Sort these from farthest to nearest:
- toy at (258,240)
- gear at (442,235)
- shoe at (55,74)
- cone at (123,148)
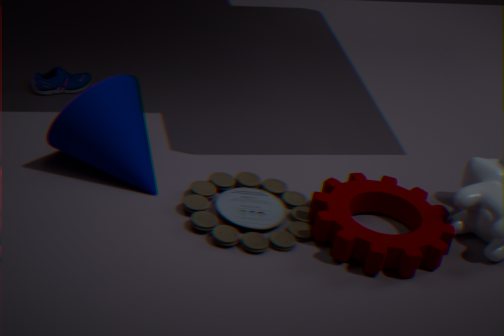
shoe at (55,74), cone at (123,148), toy at (258,240), gear at (442,235)
